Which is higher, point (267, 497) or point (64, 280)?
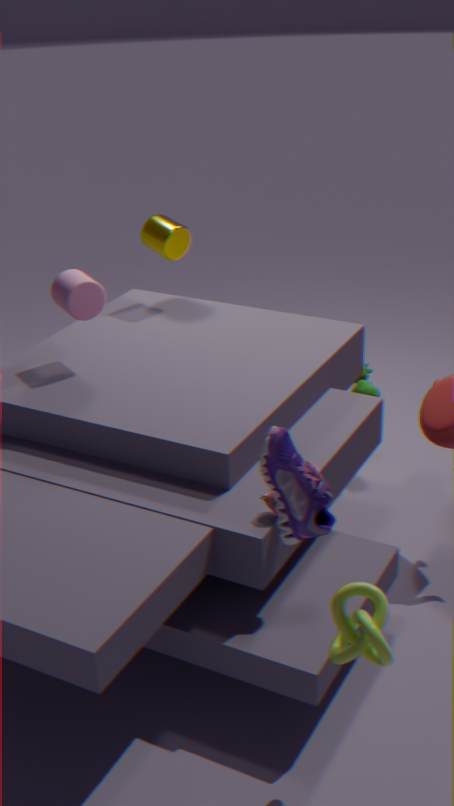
point (64, 280)
